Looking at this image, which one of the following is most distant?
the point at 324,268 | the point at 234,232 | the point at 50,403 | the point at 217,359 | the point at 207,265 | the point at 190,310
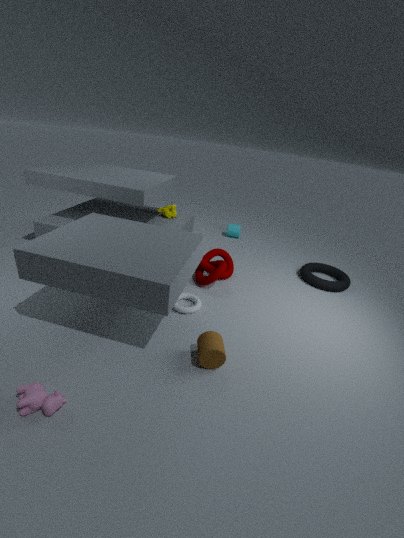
the point at 234,232
